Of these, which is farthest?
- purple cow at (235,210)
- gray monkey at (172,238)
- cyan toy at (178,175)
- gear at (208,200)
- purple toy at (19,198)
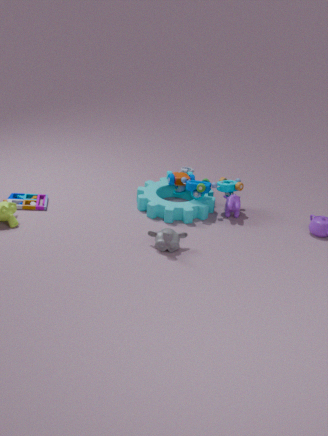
cyan toy at (178,175)
